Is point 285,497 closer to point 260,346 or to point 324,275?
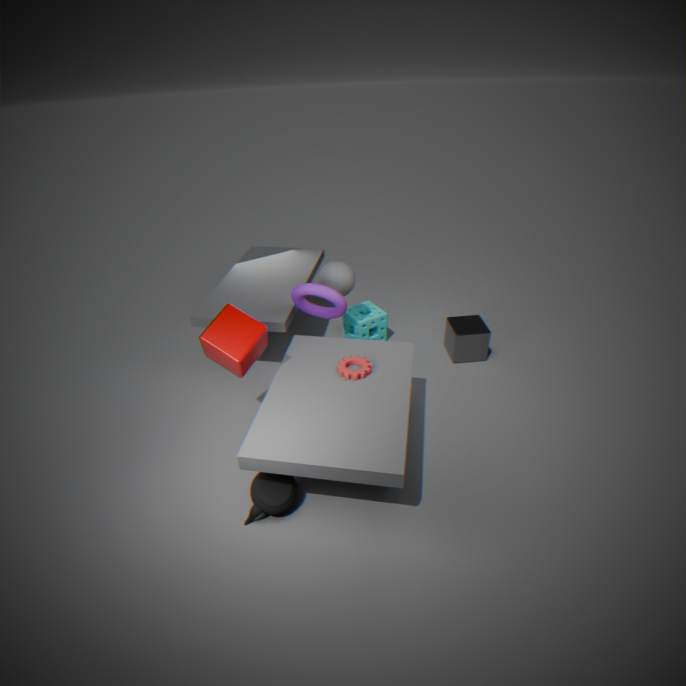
point 260,346
